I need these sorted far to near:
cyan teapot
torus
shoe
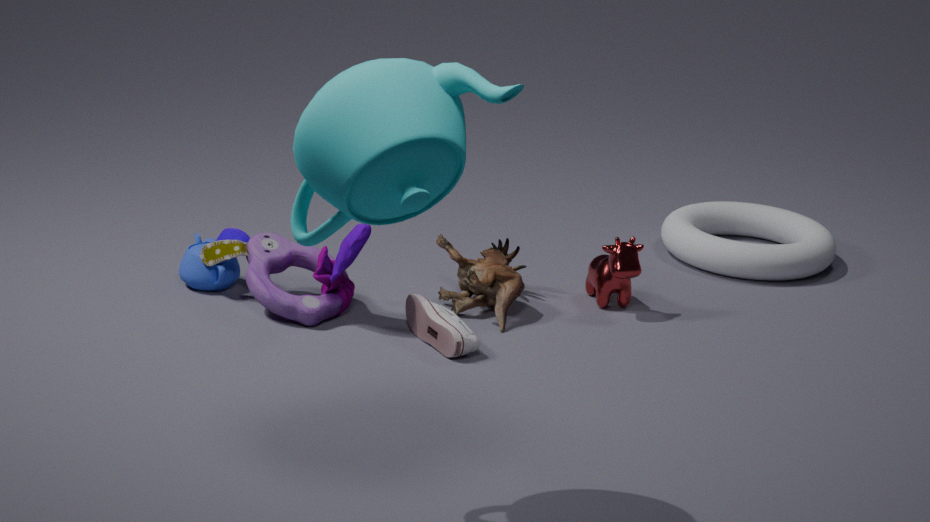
1. torus
2. shoe
3. cyan teapot
